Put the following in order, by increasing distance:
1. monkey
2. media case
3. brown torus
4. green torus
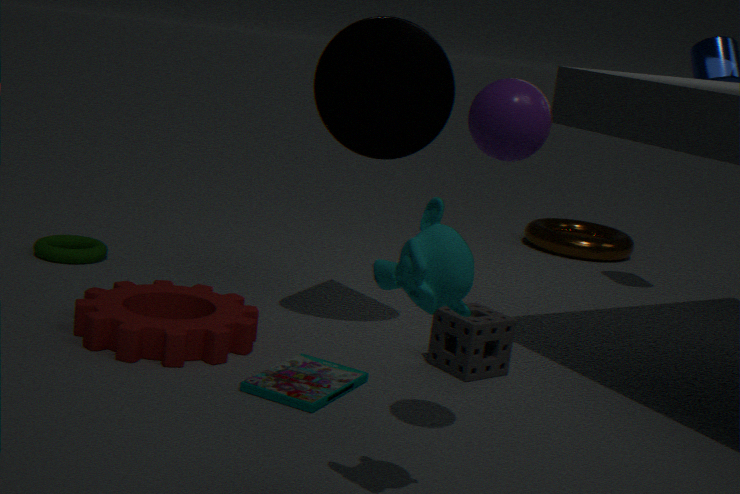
monkey < media case < green torus < brown torus
